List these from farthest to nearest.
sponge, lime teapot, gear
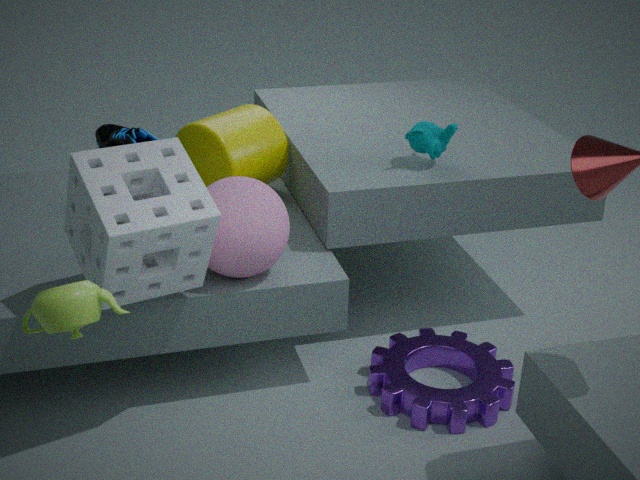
gear → sponge → lime teapot
